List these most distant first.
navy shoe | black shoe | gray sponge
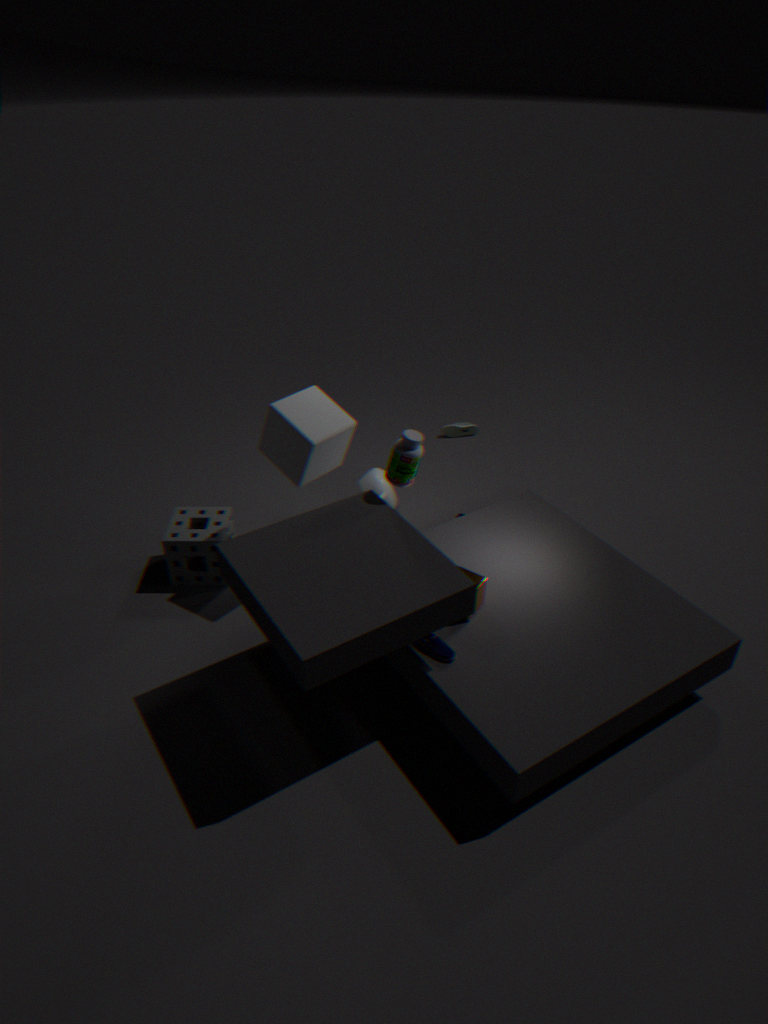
black shoe, gray sponge, navy shoe
